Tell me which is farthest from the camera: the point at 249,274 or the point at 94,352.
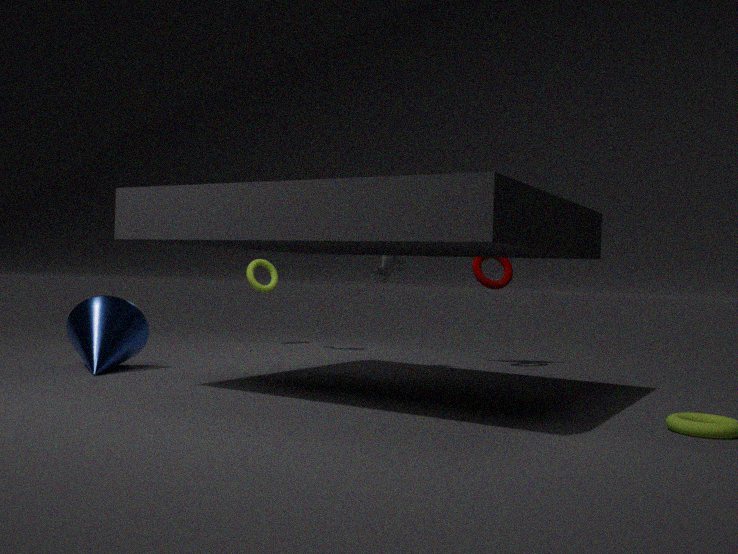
the point at 249,274
